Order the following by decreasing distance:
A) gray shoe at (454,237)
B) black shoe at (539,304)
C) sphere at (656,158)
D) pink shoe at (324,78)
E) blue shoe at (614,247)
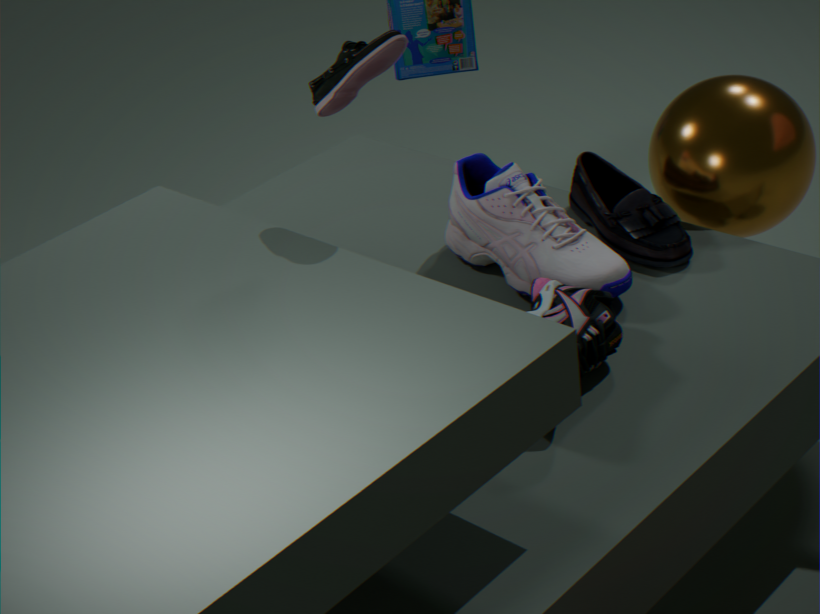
C. sphere at (656,158)
E. blue shoe at (614,247)
A. gray shoe at (454,237)
B. black shoe at (539,304)
D. pink shoe at (324,78)
